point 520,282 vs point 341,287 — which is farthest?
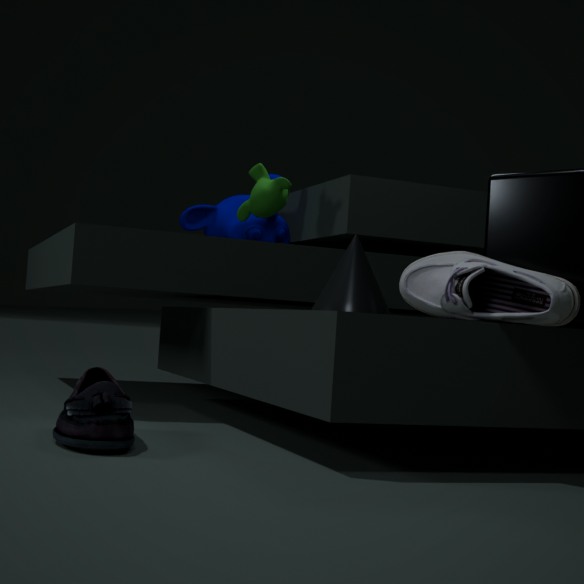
point 341,287
